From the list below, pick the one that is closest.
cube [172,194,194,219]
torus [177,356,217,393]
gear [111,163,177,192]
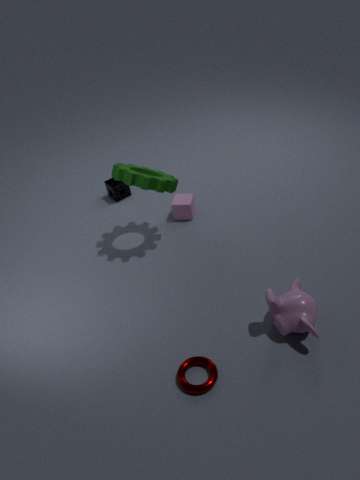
torus [177,356,217,393]
